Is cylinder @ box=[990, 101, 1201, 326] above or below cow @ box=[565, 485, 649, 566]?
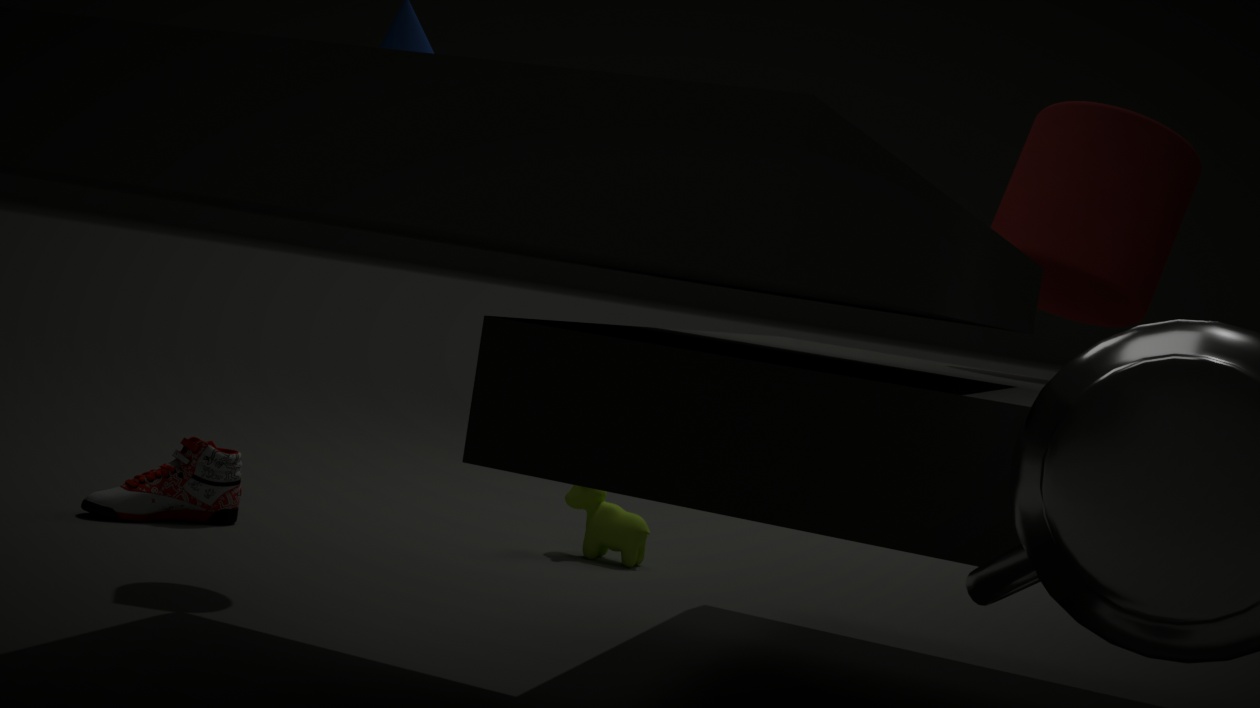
above
